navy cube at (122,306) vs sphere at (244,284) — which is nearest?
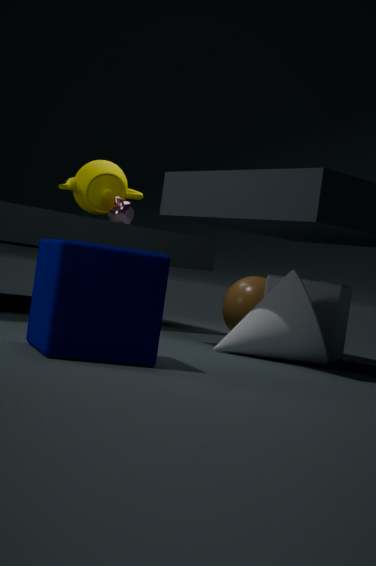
navy cube at (122,306)
